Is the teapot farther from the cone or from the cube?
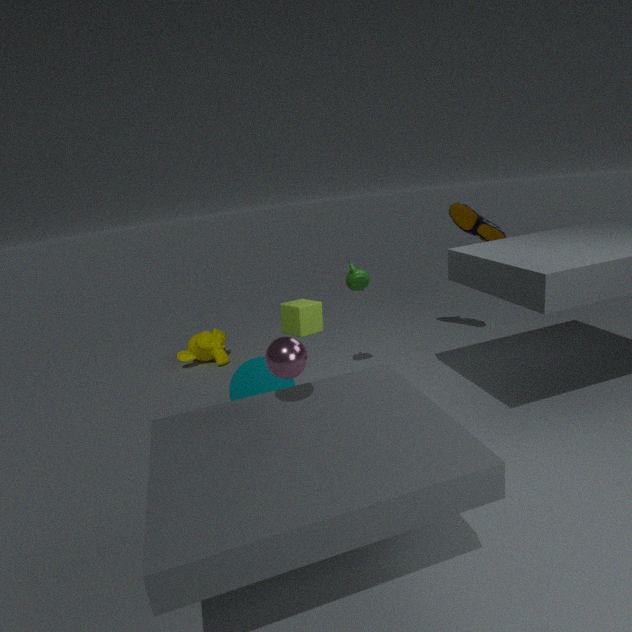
the cone
